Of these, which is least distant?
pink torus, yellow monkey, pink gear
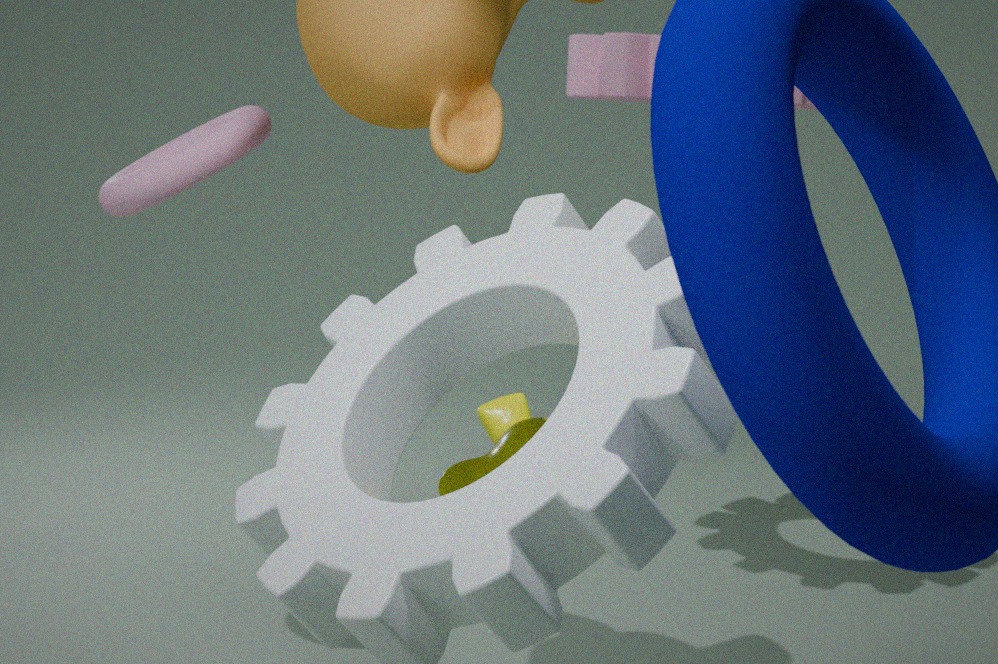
yellow monkey
